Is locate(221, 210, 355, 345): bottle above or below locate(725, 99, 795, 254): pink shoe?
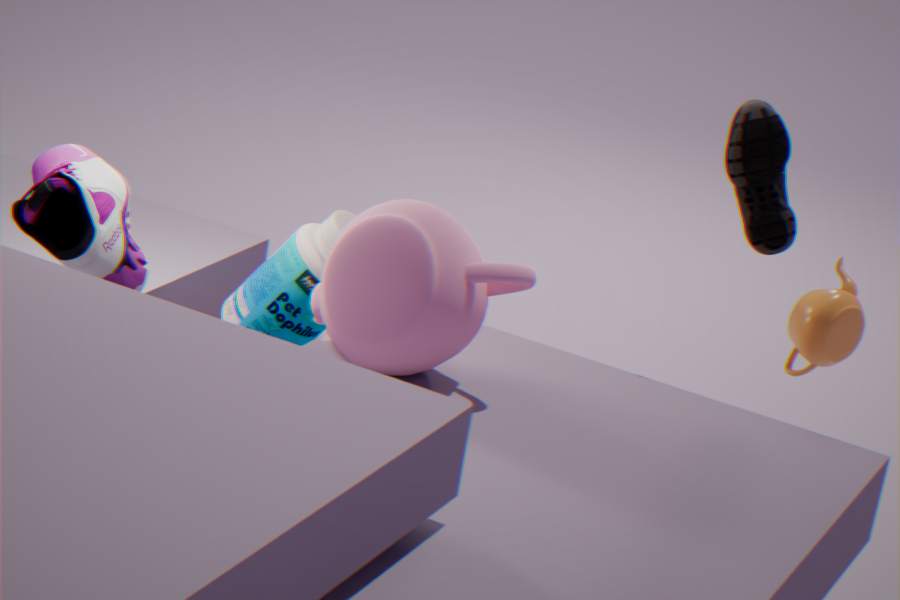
below
